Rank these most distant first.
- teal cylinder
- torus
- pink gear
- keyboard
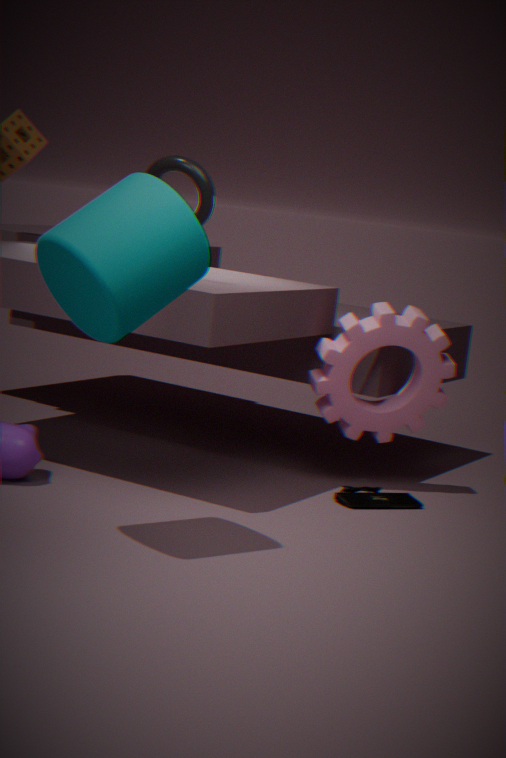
1. pink gear
2. keyboard
3. torus
4. teal cylinder
